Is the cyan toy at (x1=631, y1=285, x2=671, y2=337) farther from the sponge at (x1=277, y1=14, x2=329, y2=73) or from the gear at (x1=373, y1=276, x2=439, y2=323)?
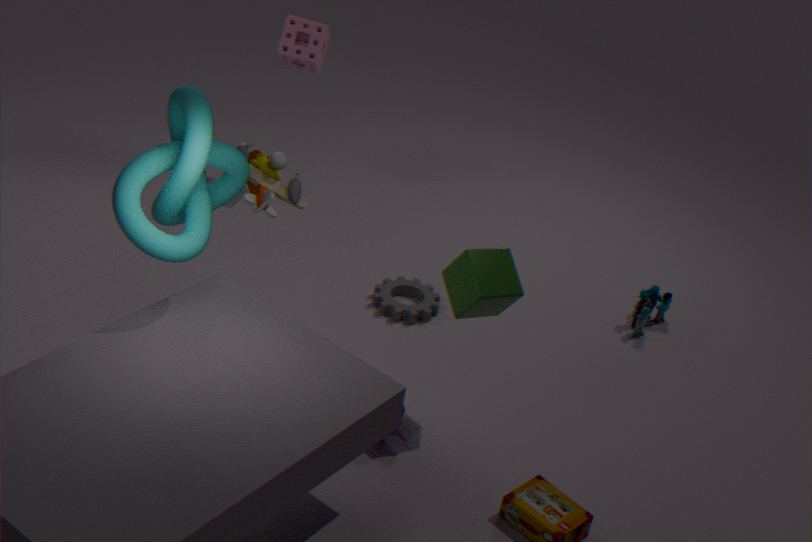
the sponge at (x1=277, y1=14, x2=329, y2=73)
